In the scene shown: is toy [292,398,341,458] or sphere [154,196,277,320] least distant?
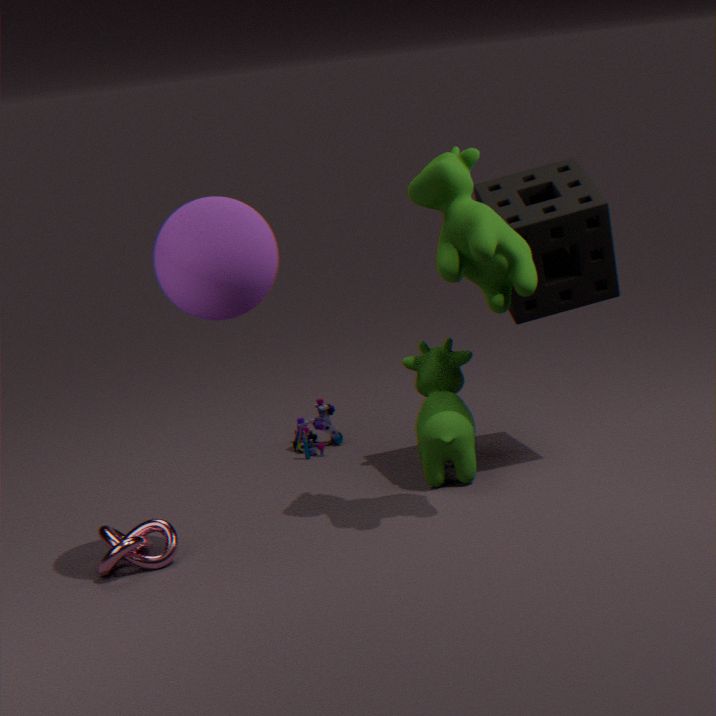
sphere [154,196,277,320]
